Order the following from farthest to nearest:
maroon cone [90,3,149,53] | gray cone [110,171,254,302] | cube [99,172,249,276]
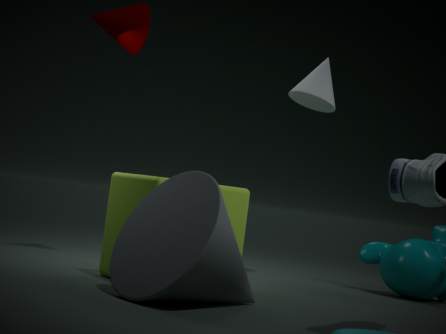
maroon cone [90,3,149,53] → cube [99,172,249,276] → gray cone [110,171,254,302]
